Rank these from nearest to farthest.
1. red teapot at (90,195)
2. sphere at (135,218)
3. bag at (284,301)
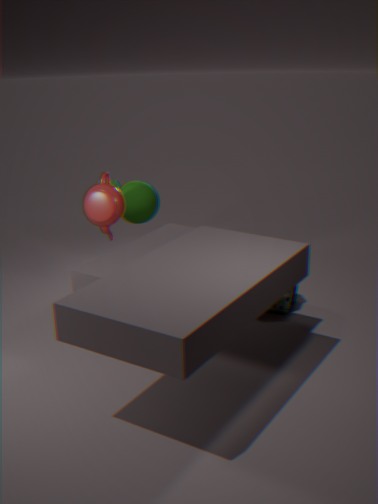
red teapot at (90,195), bag at (284,301), sphere at (135,218)
